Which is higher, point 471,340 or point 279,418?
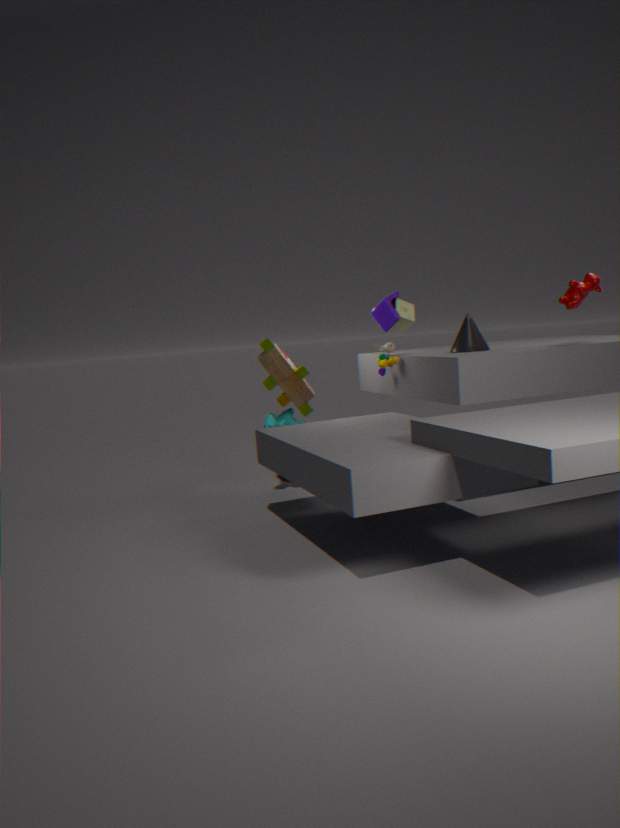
point 471,340
